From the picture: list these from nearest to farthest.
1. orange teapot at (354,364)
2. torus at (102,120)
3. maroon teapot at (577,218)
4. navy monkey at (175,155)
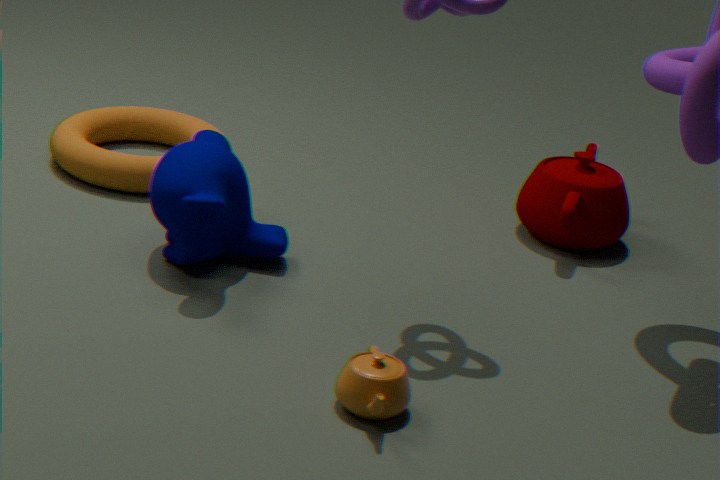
orange teapot at (354,364) < navy monkey at (175,155) < maroon teapot at (577,218) < torus at (102,120)
